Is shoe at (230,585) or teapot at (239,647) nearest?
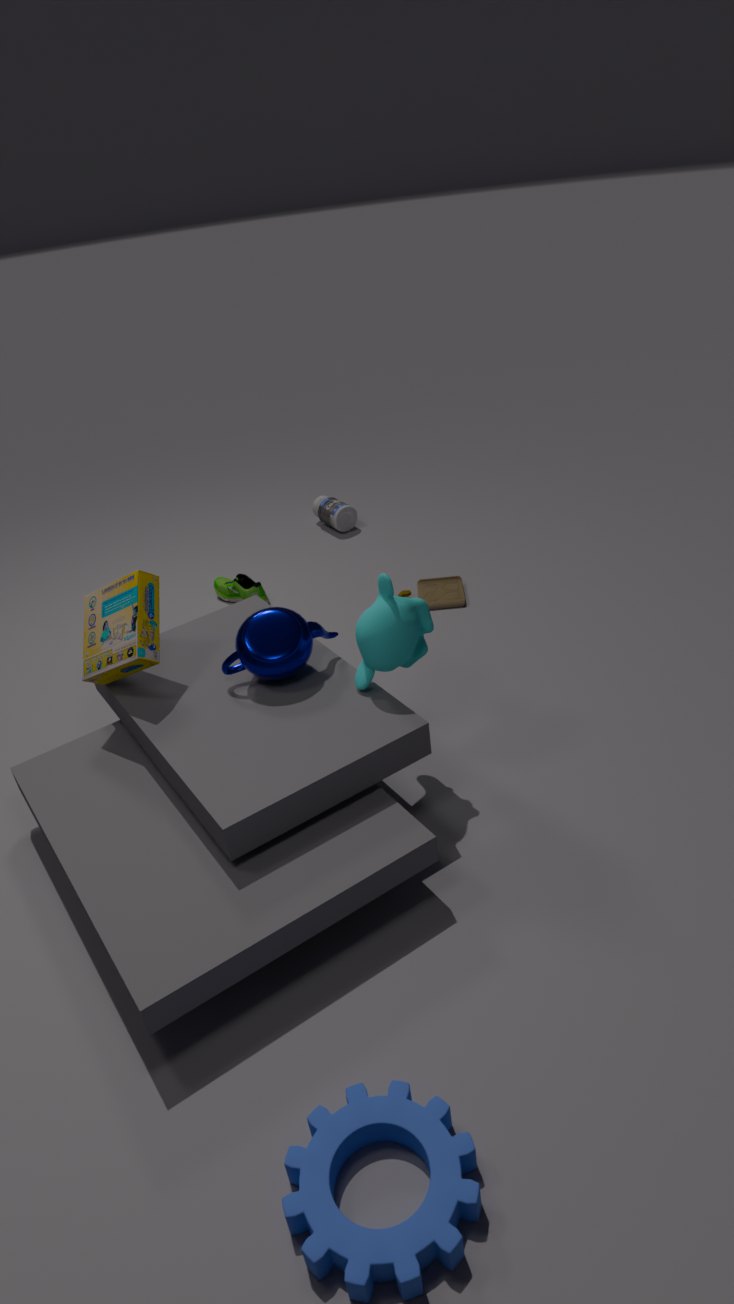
teapot at (239,647)
